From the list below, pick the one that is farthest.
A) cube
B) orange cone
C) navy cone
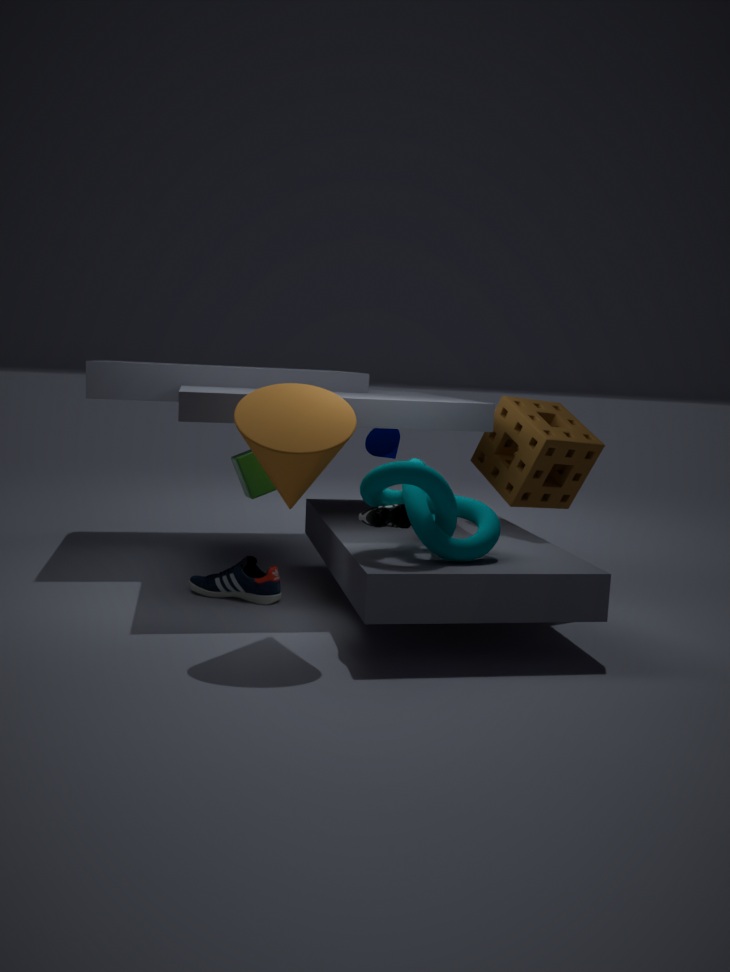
navy cone
